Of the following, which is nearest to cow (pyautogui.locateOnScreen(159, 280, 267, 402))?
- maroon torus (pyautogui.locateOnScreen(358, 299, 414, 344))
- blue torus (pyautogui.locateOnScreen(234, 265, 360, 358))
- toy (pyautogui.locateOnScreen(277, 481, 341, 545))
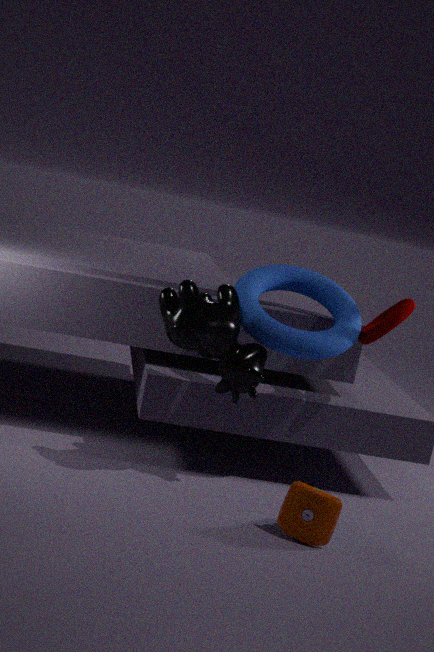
blue torus (pyautogui.locateOnScreen(234, 265, 360, 358))
